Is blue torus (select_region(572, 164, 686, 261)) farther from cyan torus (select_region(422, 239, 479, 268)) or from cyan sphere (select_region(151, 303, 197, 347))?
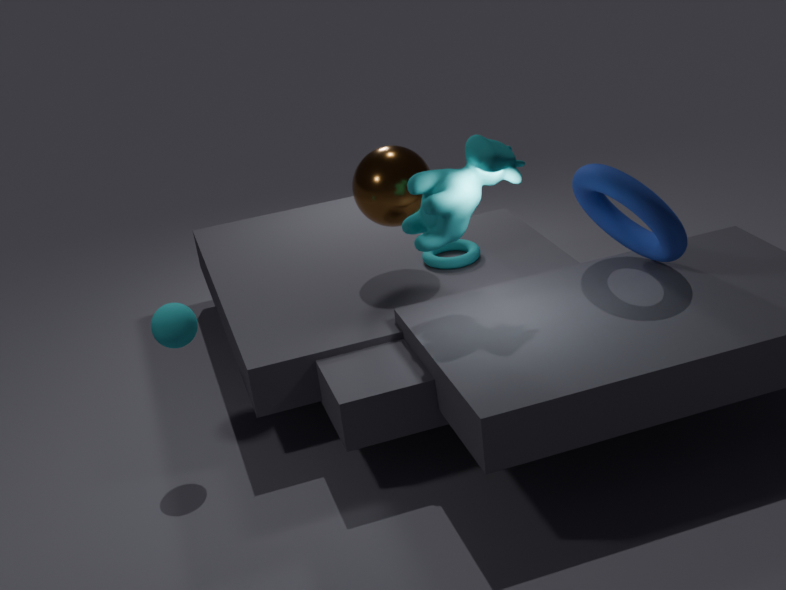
cyan sphere (select_region(151, 303, 197, 347))
